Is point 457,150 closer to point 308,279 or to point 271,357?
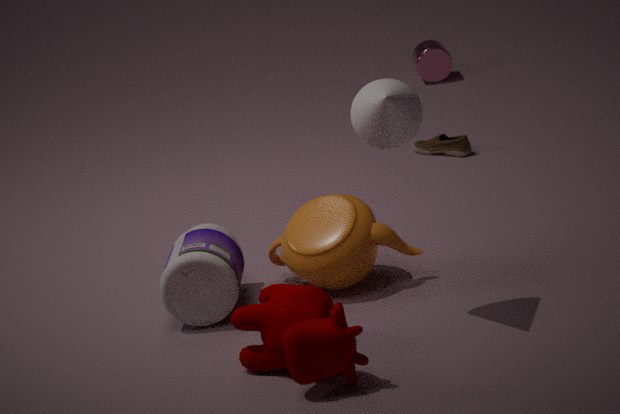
point 308,279
